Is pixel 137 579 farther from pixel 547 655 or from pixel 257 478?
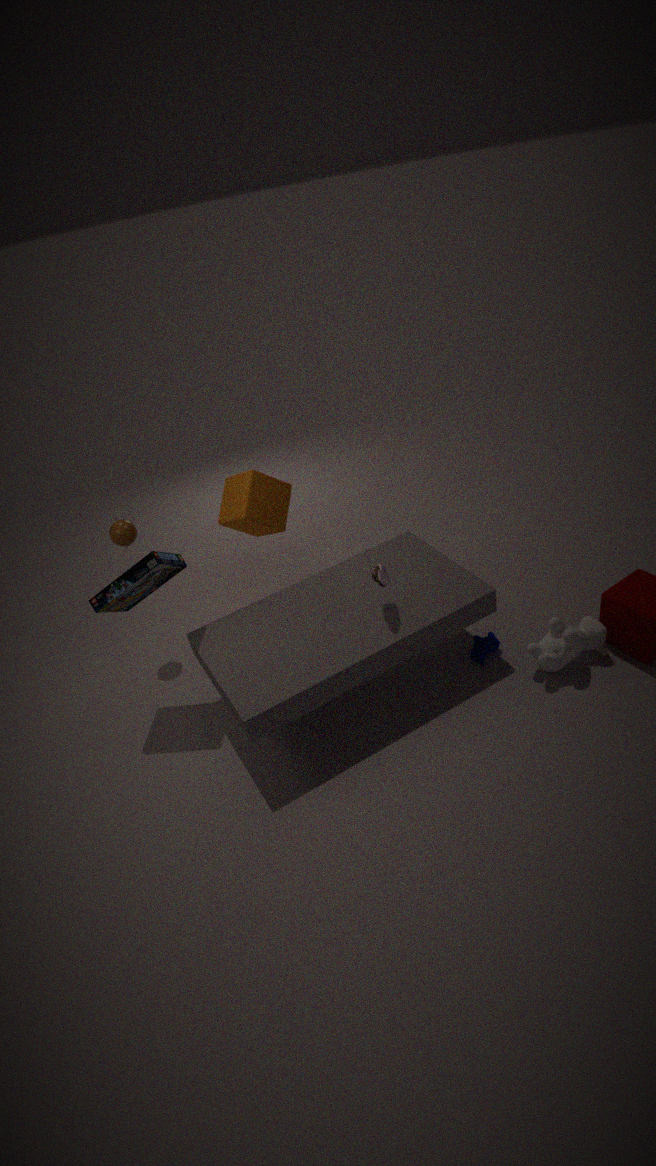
pixel 547 655
